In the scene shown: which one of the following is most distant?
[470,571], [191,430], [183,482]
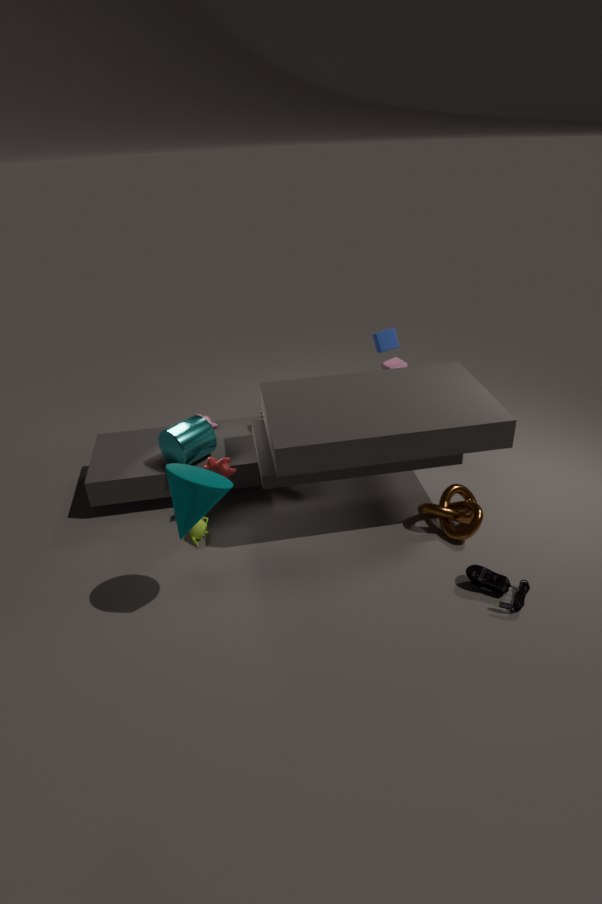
[191,430]
